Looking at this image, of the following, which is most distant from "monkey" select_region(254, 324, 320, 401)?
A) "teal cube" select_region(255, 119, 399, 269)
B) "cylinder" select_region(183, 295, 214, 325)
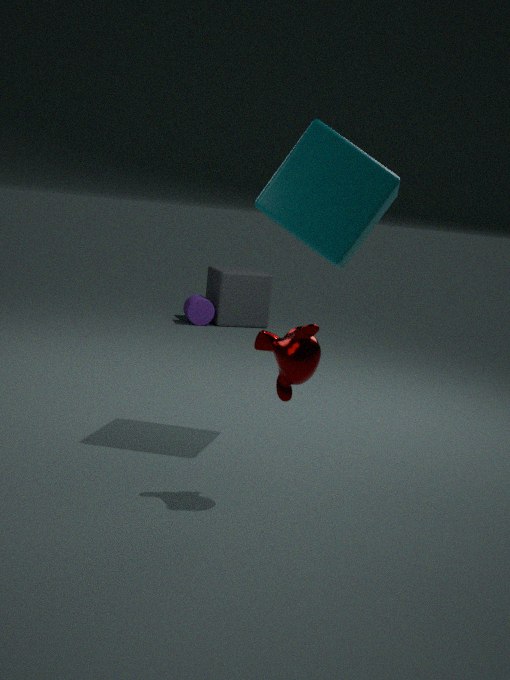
"cylinder" select_region(183, 295, 214, 325)
